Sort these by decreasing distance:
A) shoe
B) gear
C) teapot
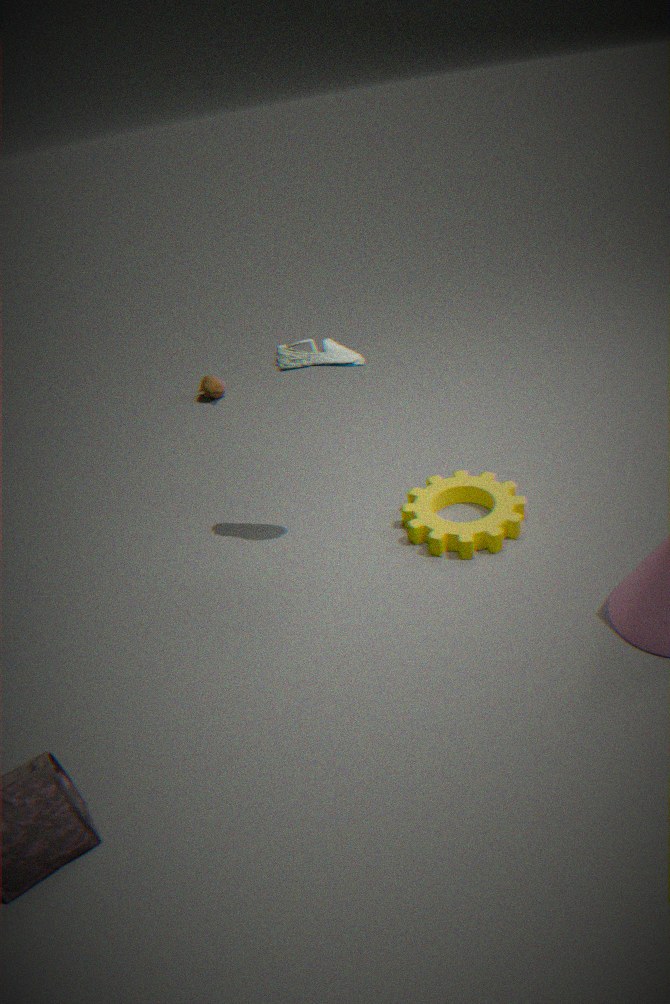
teapot → gear → shoe
